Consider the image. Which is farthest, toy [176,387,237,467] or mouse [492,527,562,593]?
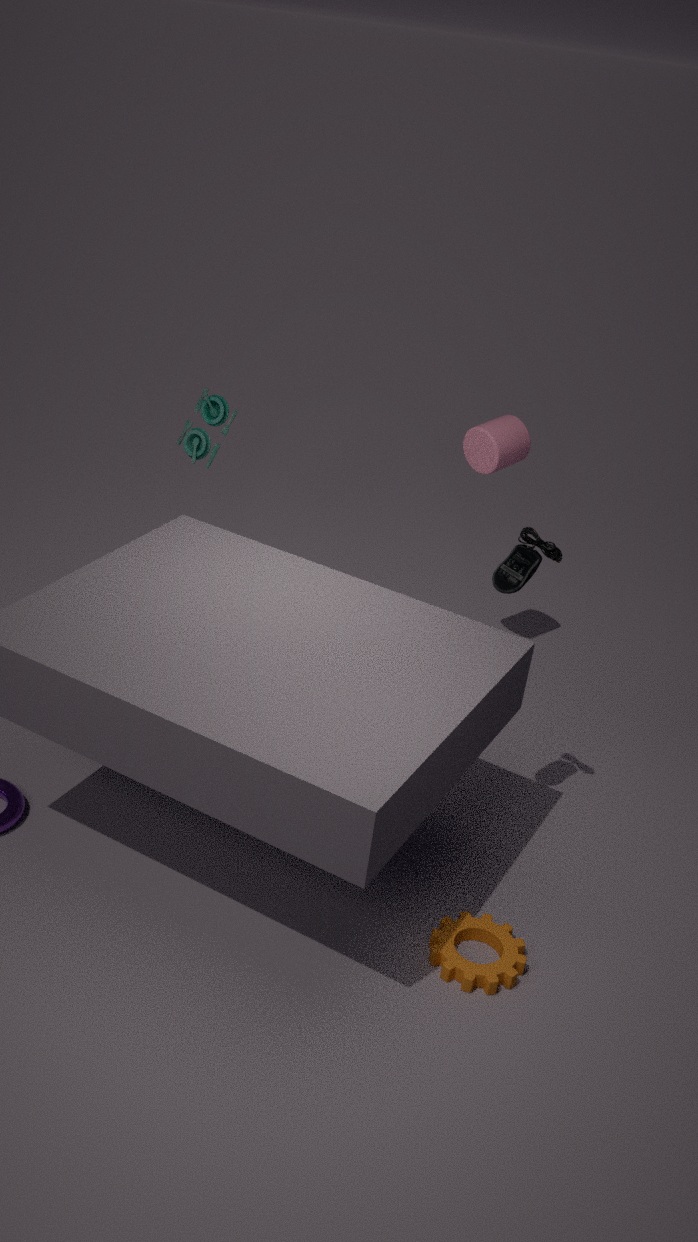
toy [176,387,237,467]
